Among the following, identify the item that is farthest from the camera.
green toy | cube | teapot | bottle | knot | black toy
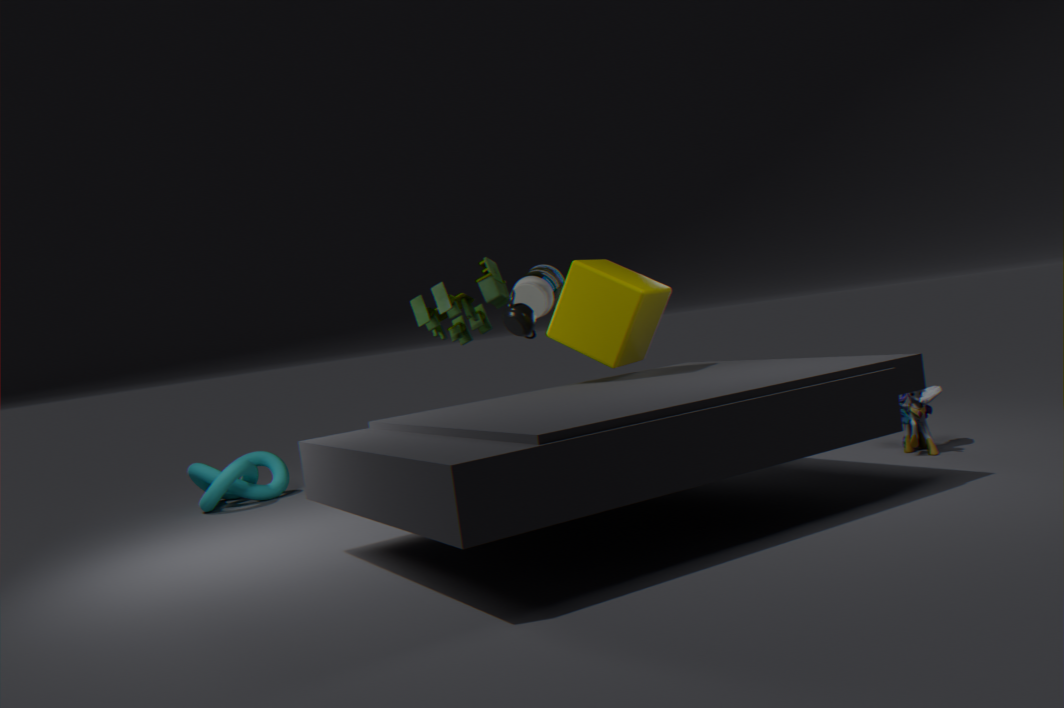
bottle
